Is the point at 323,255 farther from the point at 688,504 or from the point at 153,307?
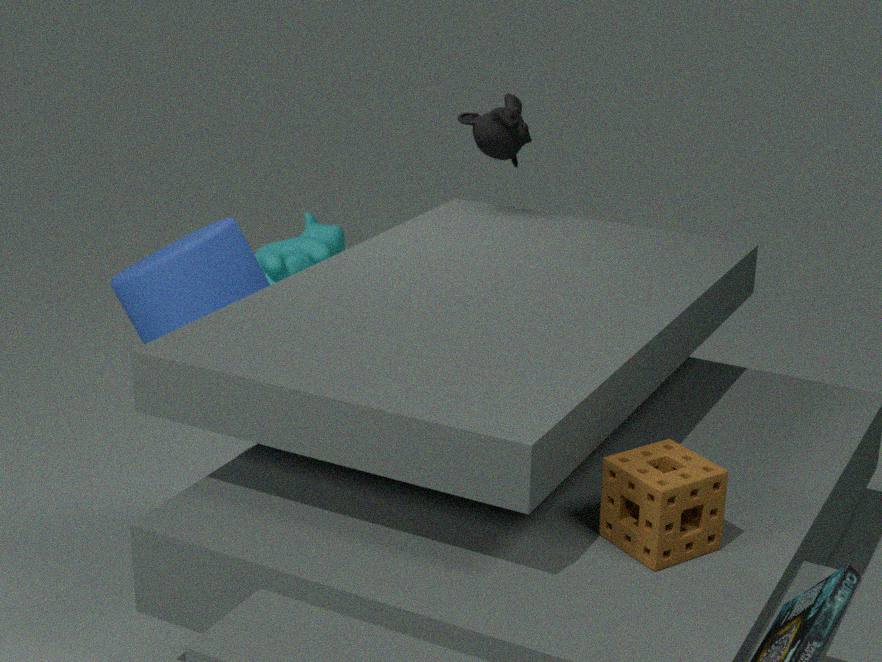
the point at 688,504
